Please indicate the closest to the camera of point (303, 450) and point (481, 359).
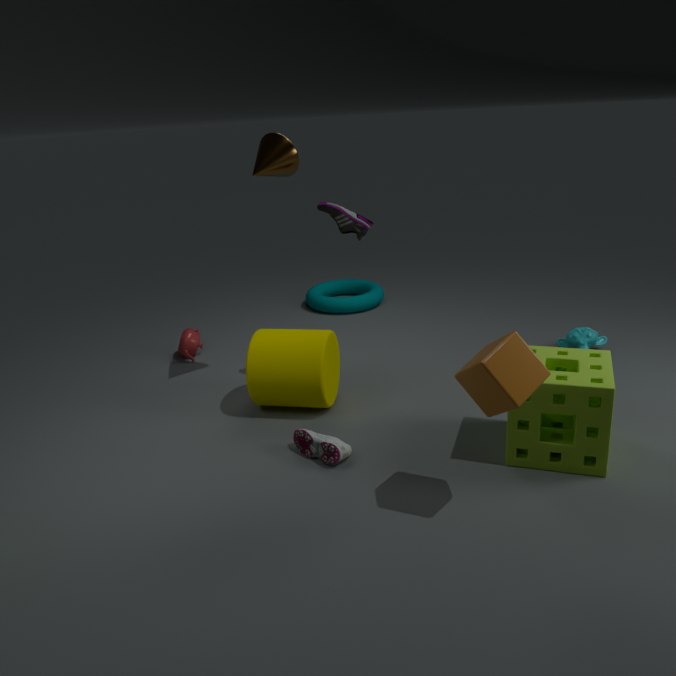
point (481, 359)
